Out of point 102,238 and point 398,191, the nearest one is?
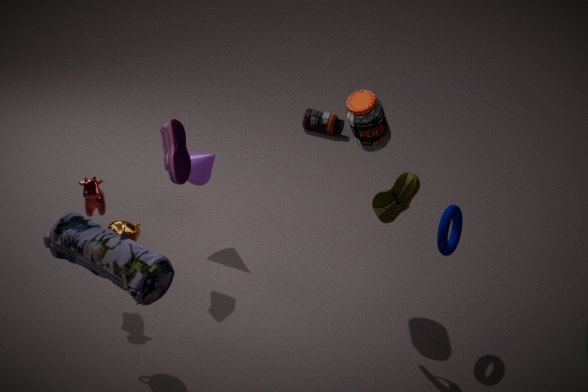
point 102,238
